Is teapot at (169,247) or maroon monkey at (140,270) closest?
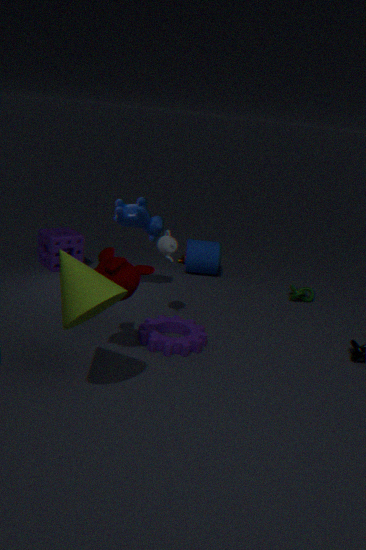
maroon monkey at (140,270)
